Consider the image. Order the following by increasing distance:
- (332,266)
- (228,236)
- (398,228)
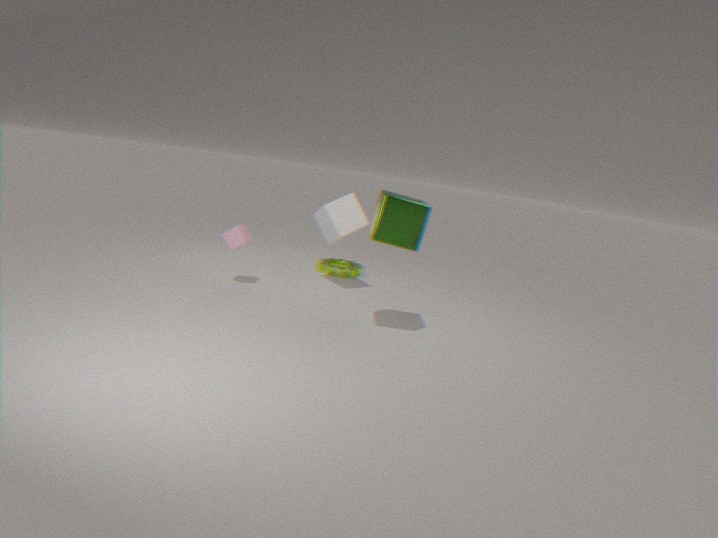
(398,228) < (228,236) < (332,266)
